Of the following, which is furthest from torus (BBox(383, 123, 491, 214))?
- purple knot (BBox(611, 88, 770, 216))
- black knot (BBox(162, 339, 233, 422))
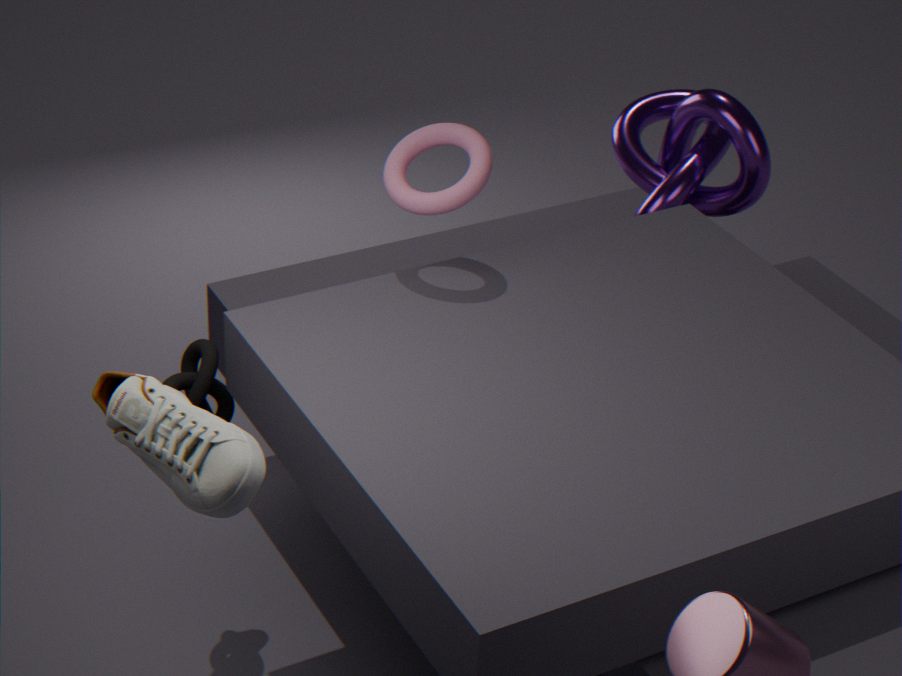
purple knot (BBox(611, 88, 770, 216))
